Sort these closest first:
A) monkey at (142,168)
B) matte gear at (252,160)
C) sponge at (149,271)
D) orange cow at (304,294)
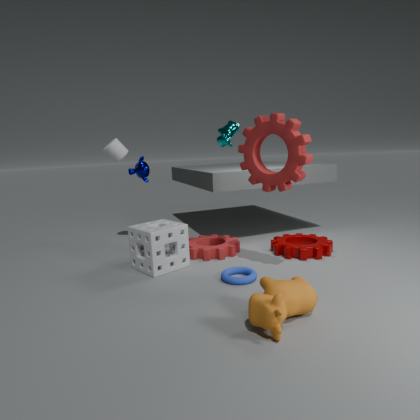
orange cow at (304,294) < matte gear at (252,160) < sponge at (149,271) < monkey at (142,168)
